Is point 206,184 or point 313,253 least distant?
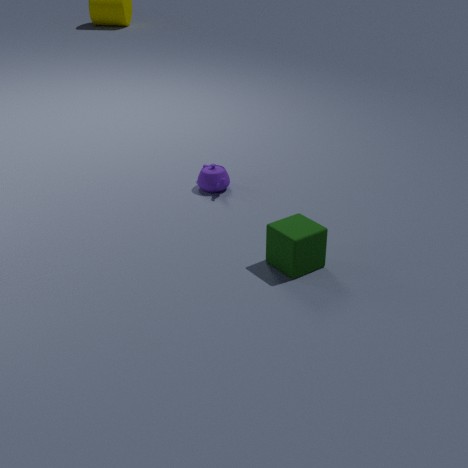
point 313,253
